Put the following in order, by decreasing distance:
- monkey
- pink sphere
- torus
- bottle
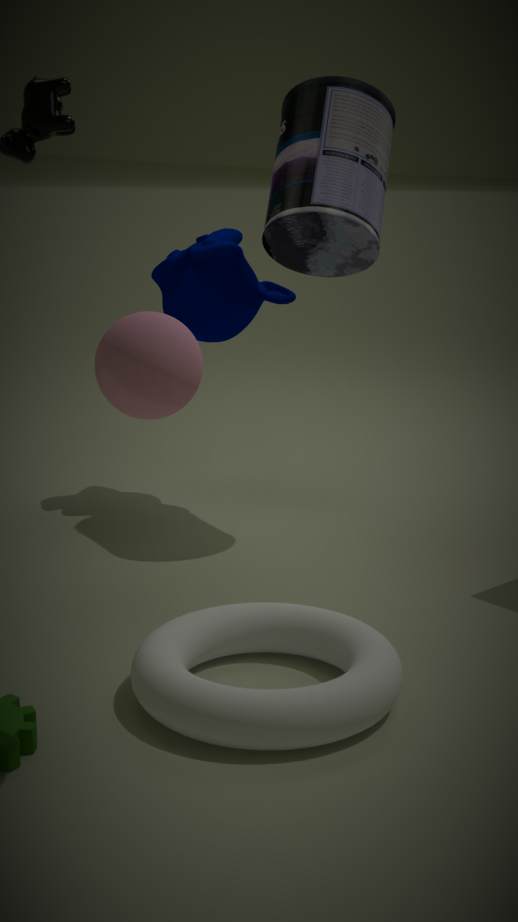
monkey < bottle < torus < pink sphere
